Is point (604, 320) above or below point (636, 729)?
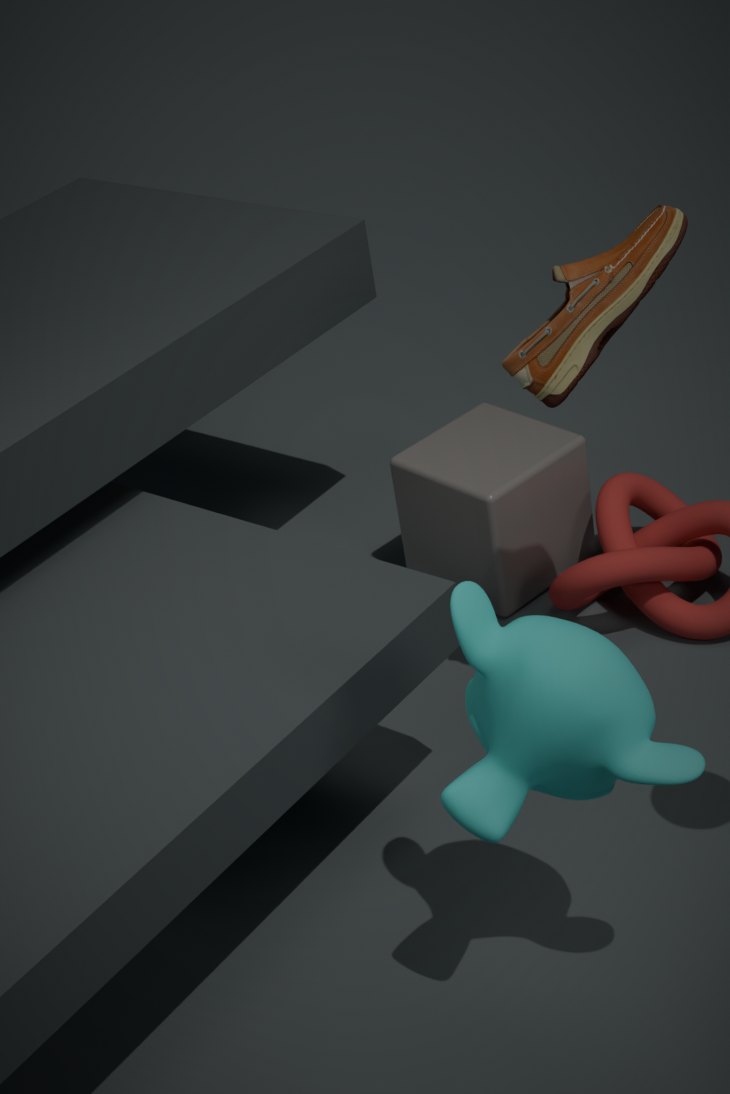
above
